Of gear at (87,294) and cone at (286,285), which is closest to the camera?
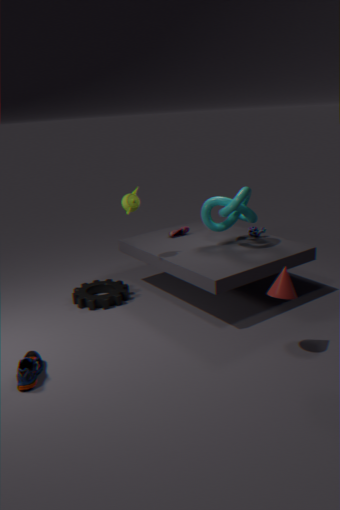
cone at (286,285)
